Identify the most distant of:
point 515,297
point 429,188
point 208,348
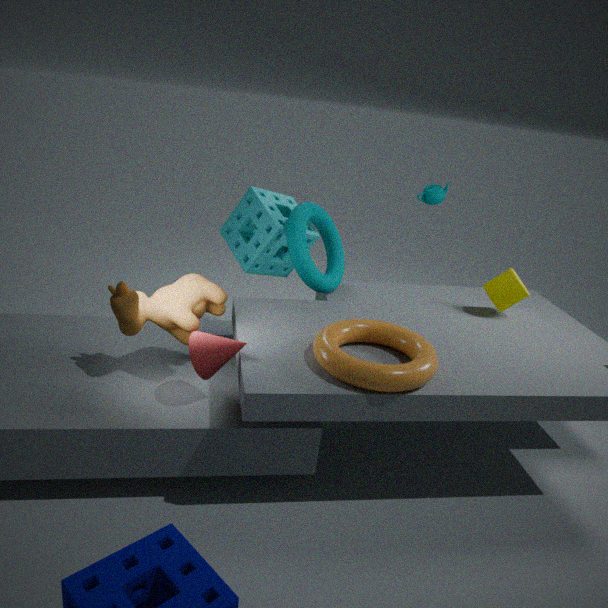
point 429,188
